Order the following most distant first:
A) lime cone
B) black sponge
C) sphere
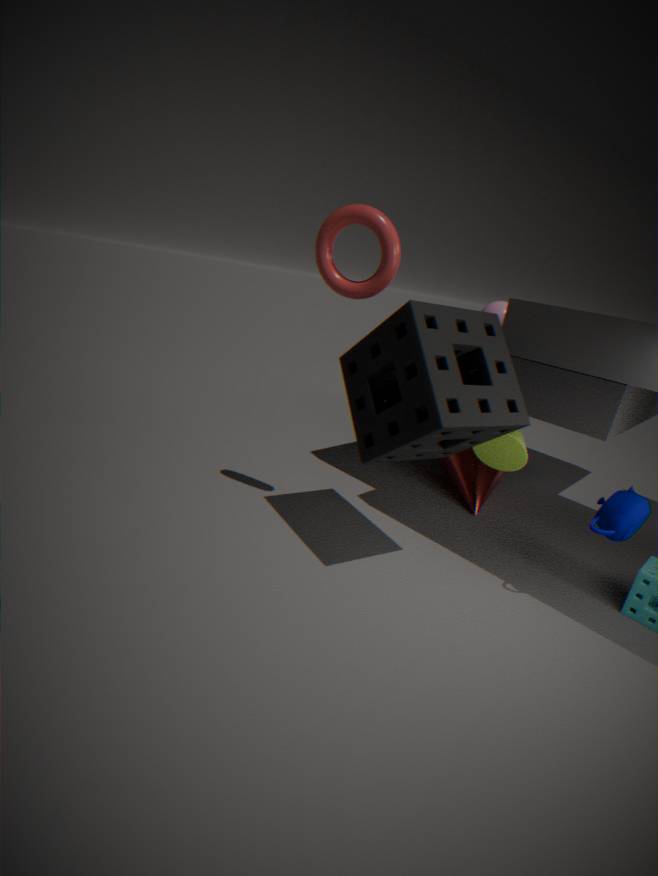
sphere < lime cone < black sponge
